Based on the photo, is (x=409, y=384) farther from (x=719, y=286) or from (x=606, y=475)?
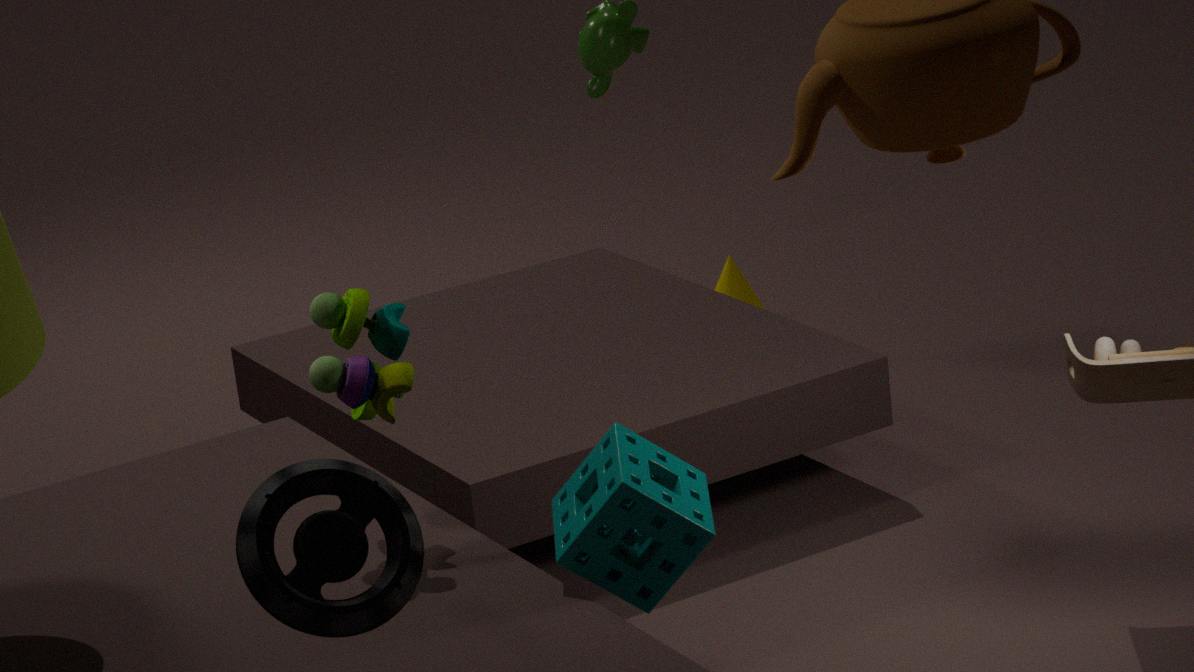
(x=719, y=286)
